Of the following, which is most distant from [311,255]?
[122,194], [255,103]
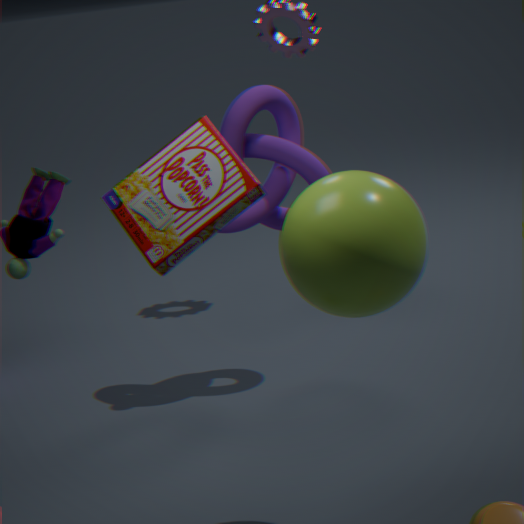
[255,103]
